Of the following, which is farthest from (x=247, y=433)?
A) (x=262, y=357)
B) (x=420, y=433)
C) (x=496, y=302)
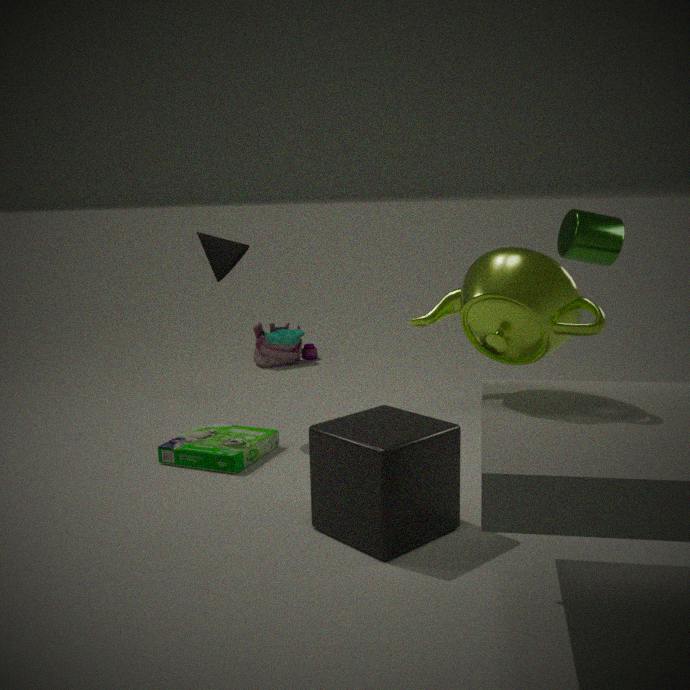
(x=262, y=357)
